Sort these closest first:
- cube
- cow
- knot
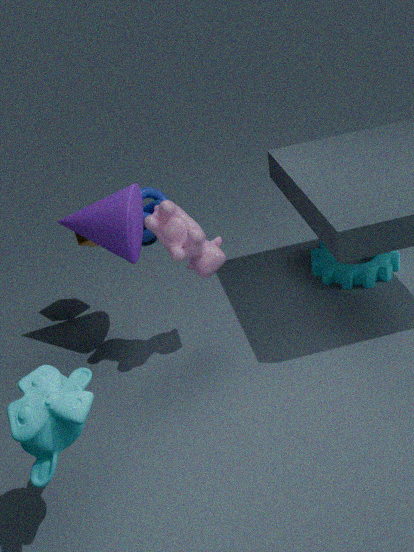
cow → cube → knot
